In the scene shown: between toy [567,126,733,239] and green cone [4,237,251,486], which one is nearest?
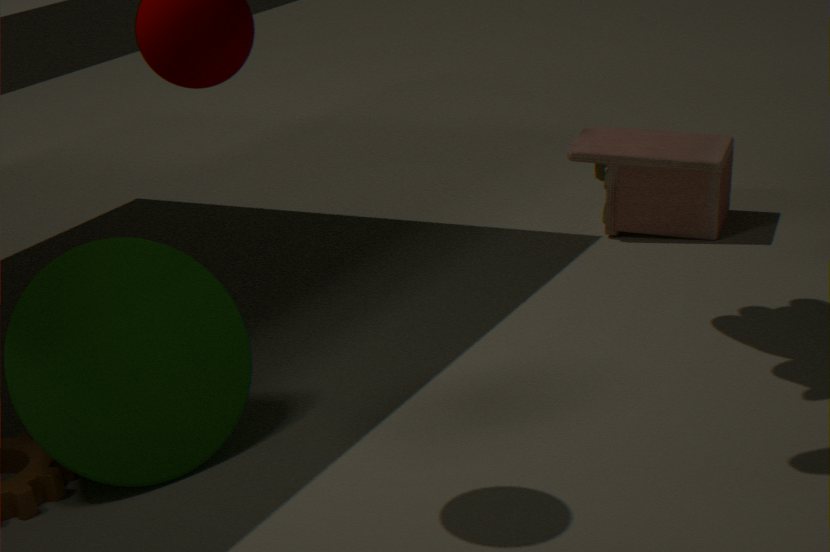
green cone [4,237,251,486]
